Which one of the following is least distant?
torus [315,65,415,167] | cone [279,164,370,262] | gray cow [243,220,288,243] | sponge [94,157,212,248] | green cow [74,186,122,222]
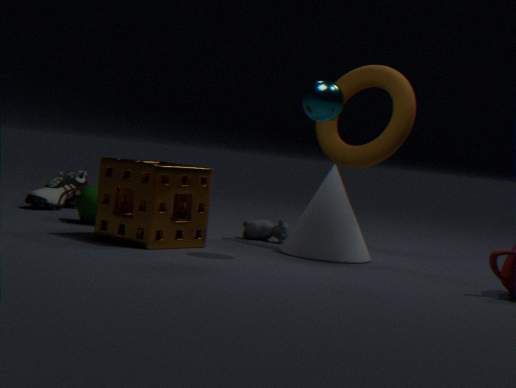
sponge [94,157,212,248]
